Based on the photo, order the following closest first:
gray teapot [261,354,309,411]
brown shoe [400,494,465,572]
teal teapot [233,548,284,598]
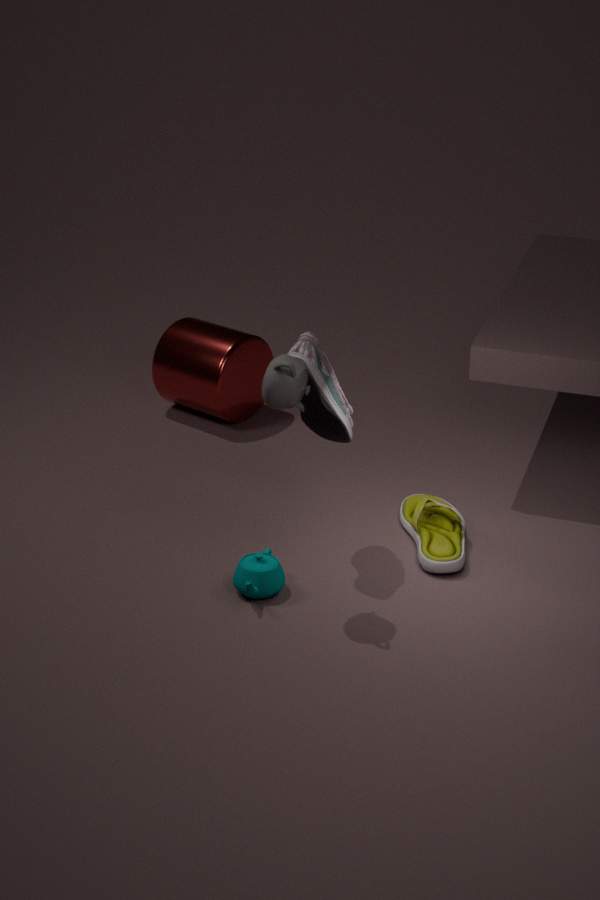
gray teapot [261,354,309,411]
teal teapot [233,548,284,598]
brown shoe [400,494,465,572]
